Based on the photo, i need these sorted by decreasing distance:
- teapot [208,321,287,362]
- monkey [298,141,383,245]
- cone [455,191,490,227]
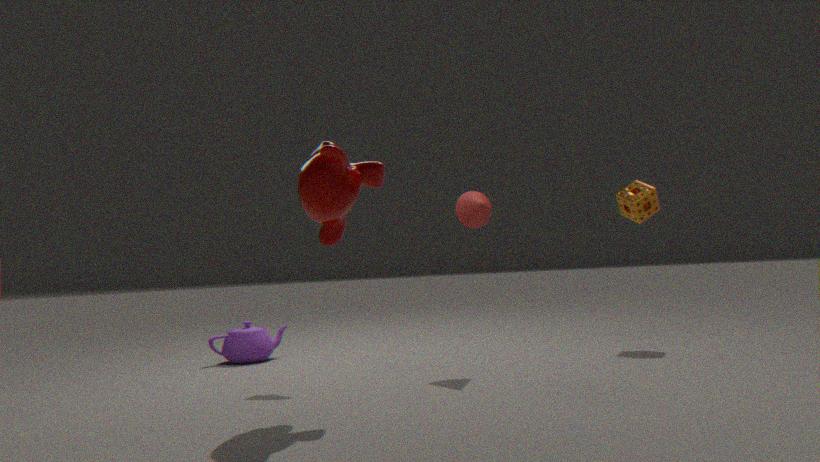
teapot [208,321,287,362] → cone [455,191,490,227] → monkey [298,141,383,245]
